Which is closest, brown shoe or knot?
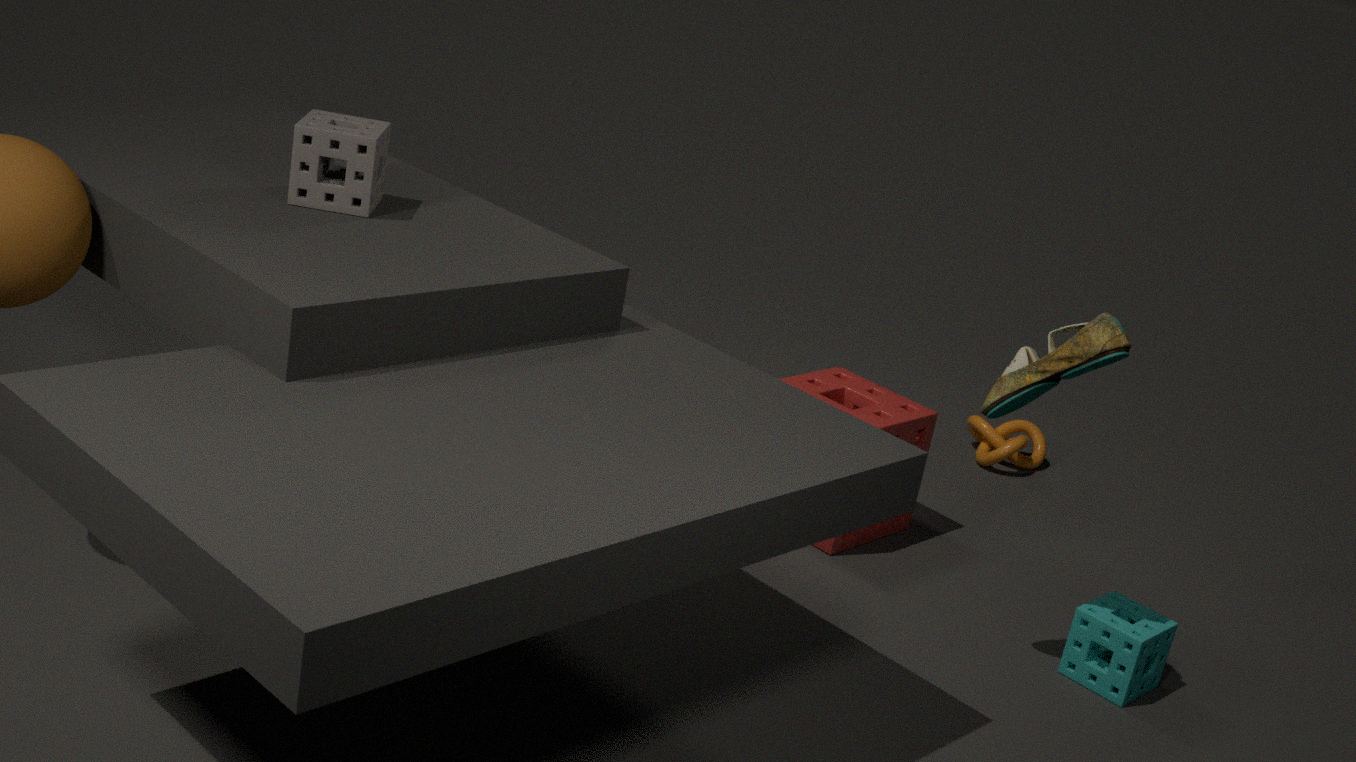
brown shoe
